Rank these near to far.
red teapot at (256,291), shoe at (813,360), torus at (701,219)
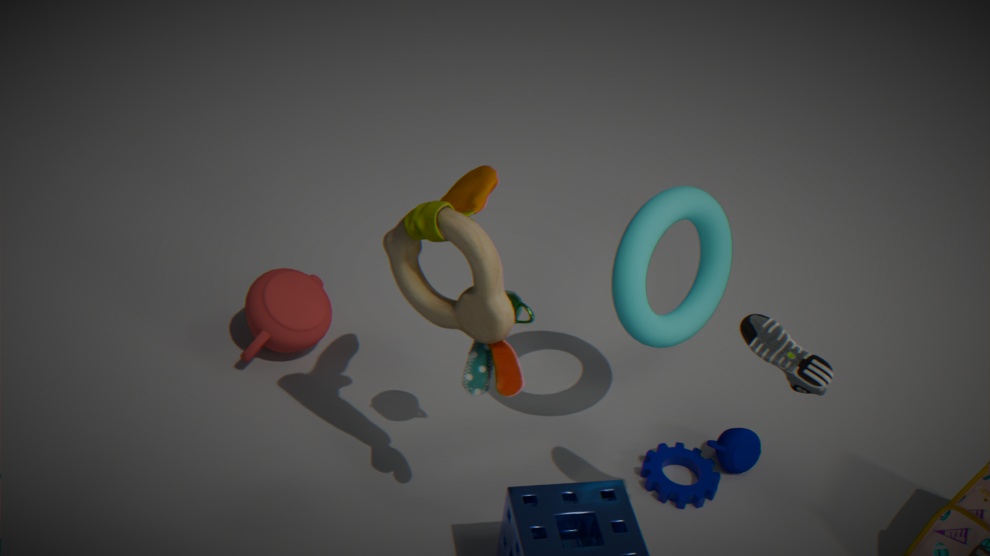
1. shoe at (813,360)
2. torus at (701,219)
3. red teapot at (256,291)
